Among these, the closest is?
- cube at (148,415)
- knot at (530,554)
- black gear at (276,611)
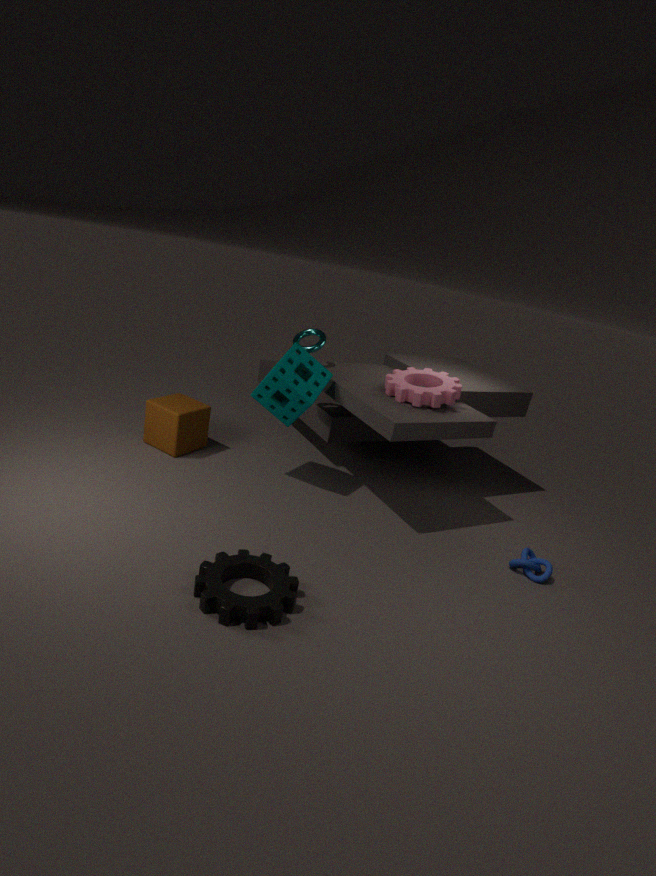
black gear at (276,611)
